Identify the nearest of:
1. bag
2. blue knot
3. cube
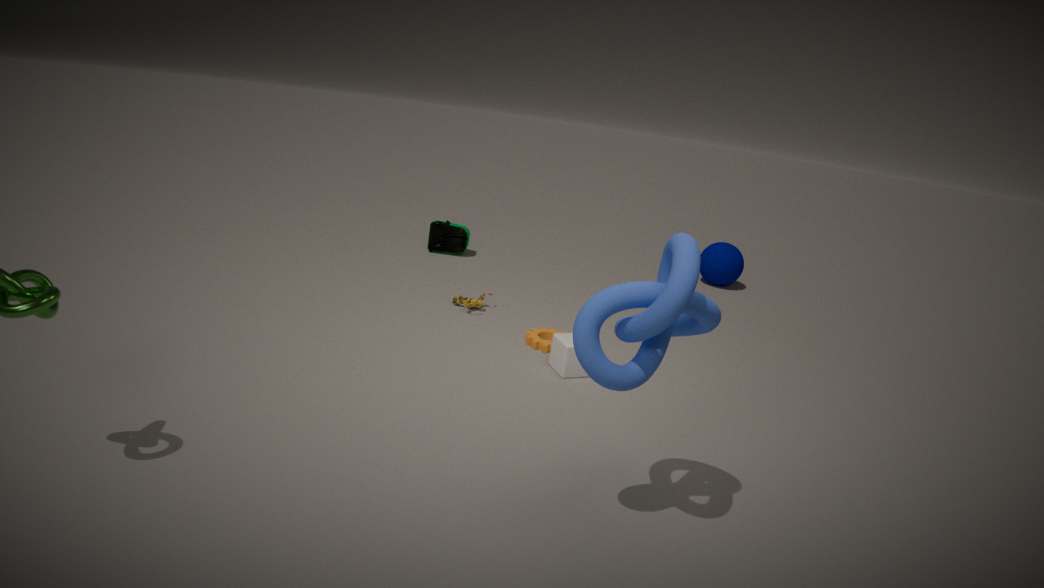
blue knot
